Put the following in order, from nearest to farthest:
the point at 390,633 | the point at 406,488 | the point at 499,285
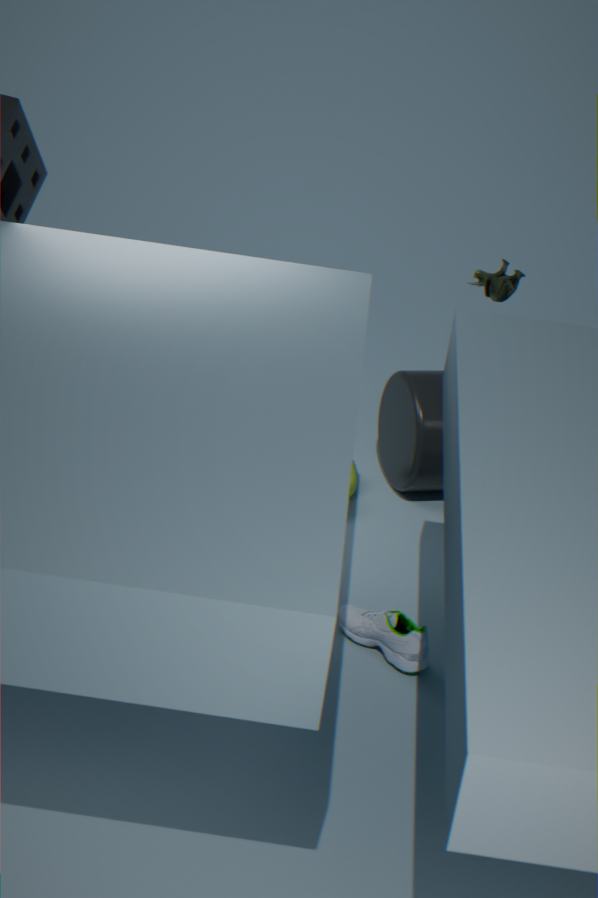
the point at 390,633
the point at 499,285
the point at 406,488
